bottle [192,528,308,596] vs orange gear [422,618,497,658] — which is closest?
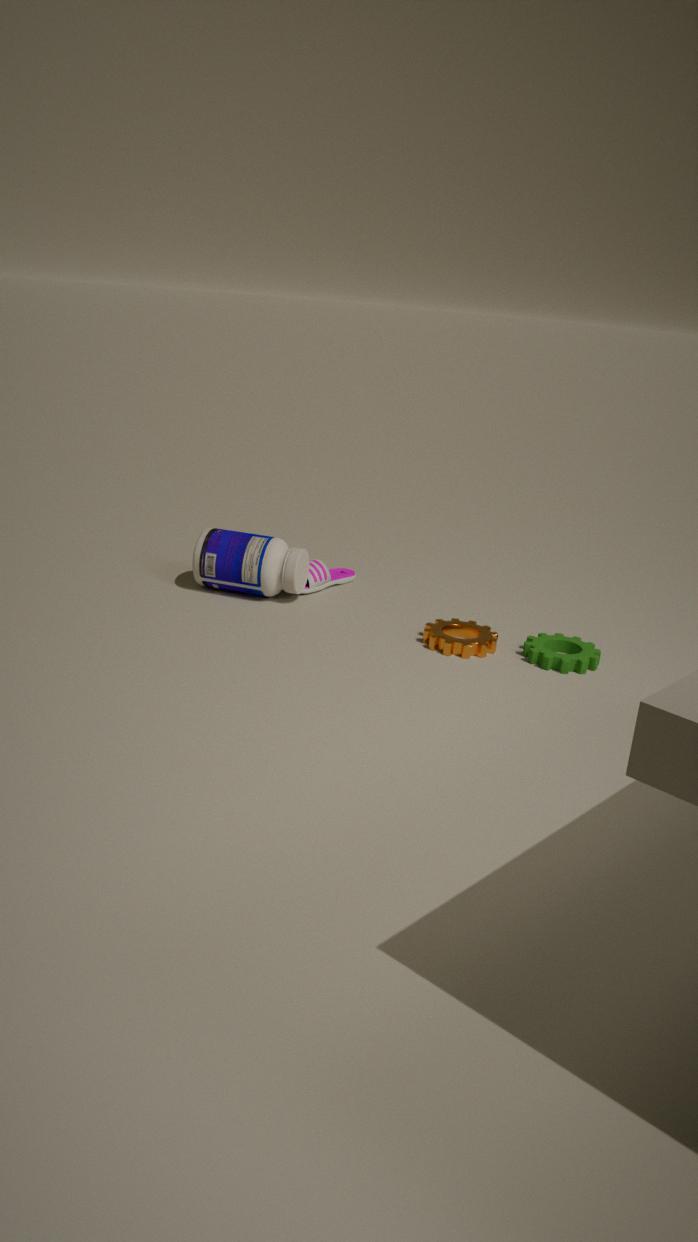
orange gear [422,618,497,658]
